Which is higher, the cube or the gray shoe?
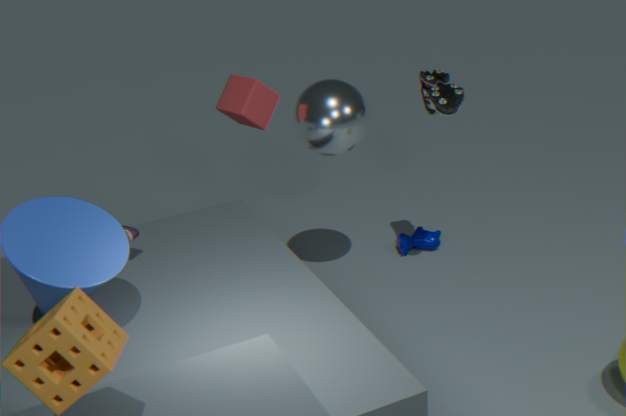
the cube
